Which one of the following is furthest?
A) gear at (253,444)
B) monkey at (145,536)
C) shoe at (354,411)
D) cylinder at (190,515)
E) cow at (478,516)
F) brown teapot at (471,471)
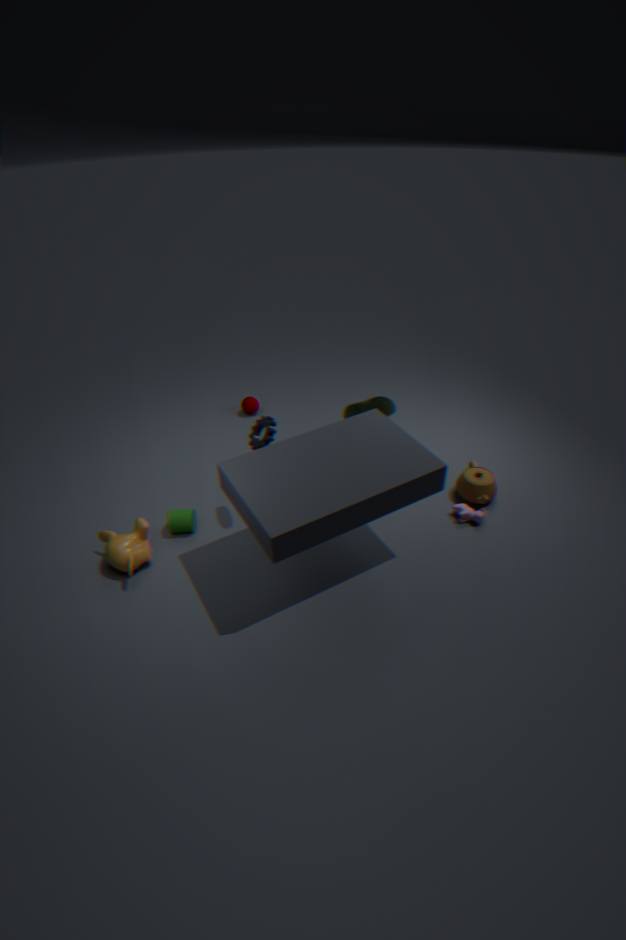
shoe at (354,411)
